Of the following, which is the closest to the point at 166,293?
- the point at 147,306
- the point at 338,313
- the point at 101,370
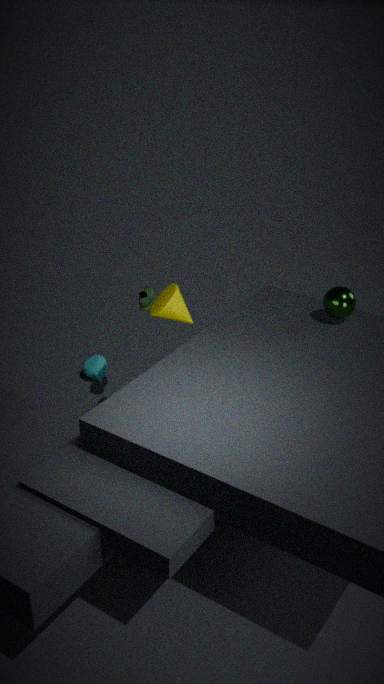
the point at 147,306
